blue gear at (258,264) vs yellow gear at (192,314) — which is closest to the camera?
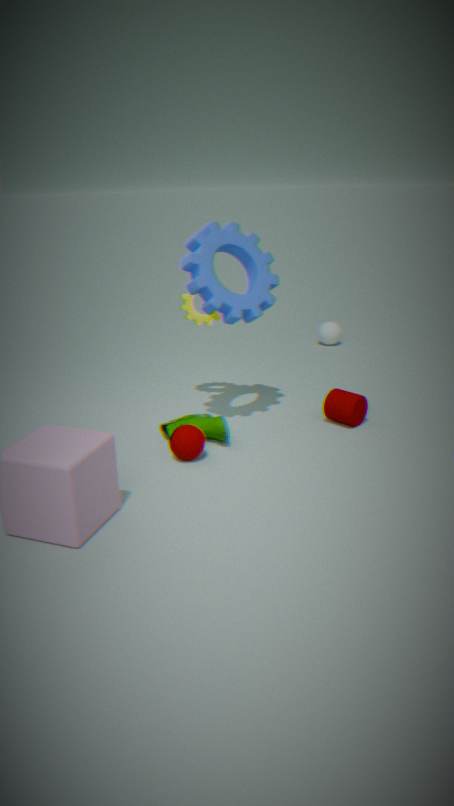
blue gear at (258,264)
